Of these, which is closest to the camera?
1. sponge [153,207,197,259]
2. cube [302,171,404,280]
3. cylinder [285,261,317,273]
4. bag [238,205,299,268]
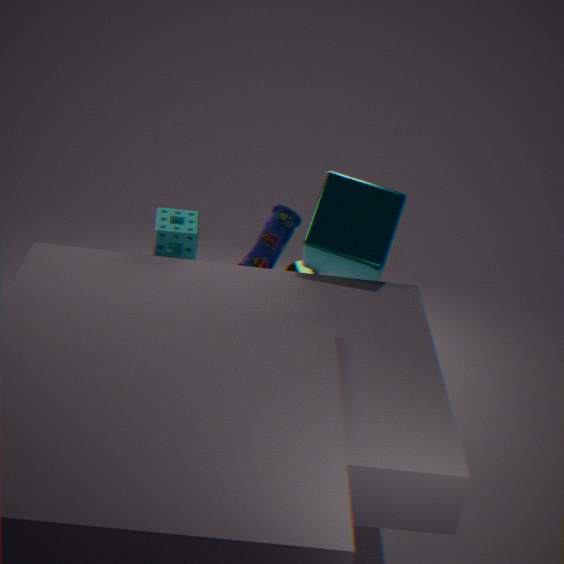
cube [302,171,404,280]
